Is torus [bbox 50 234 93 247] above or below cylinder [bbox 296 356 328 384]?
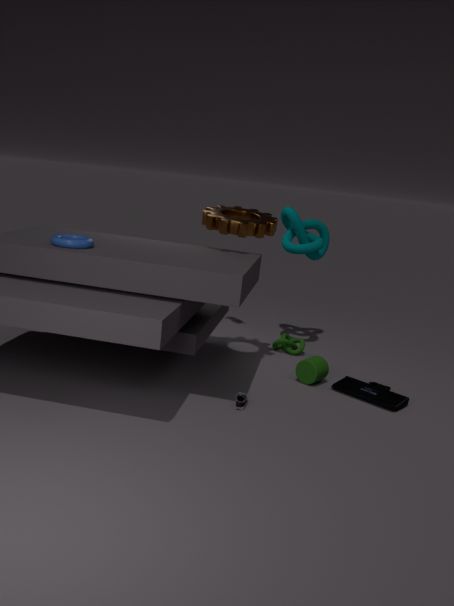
above
